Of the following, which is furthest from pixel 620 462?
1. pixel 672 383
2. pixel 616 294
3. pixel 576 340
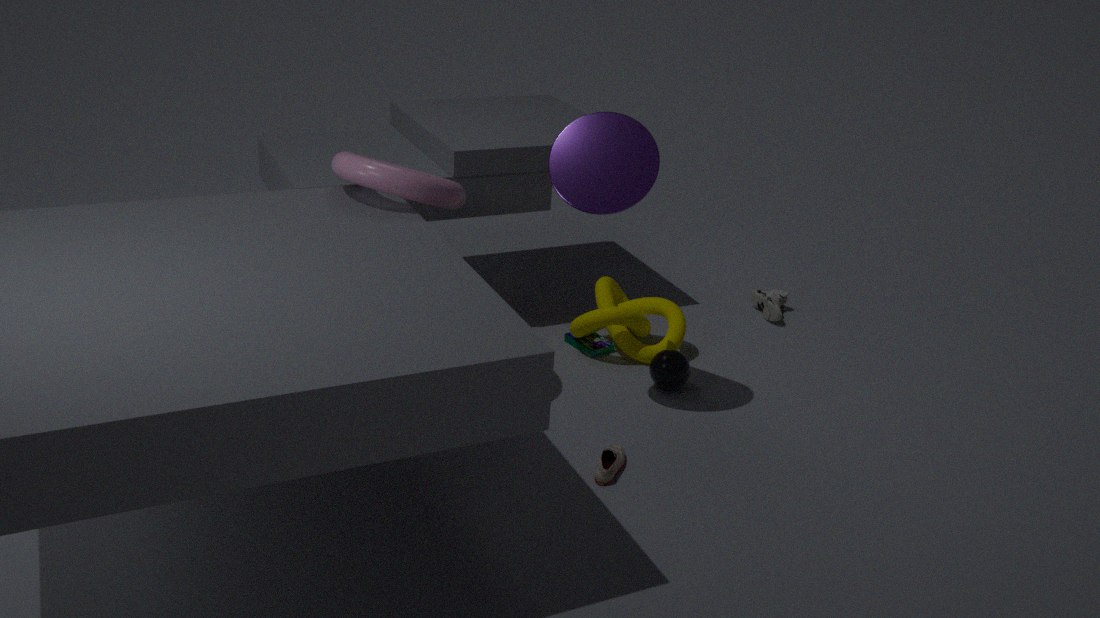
pixel 616 294
